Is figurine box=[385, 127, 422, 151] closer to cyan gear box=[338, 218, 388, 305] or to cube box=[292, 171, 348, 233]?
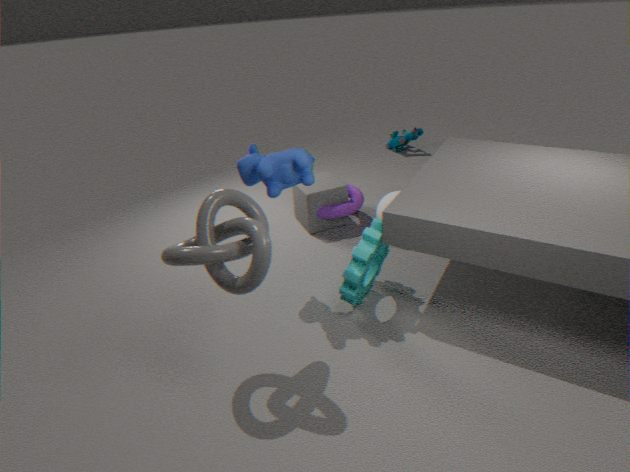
cube box=[292, 171, 348, 233]
